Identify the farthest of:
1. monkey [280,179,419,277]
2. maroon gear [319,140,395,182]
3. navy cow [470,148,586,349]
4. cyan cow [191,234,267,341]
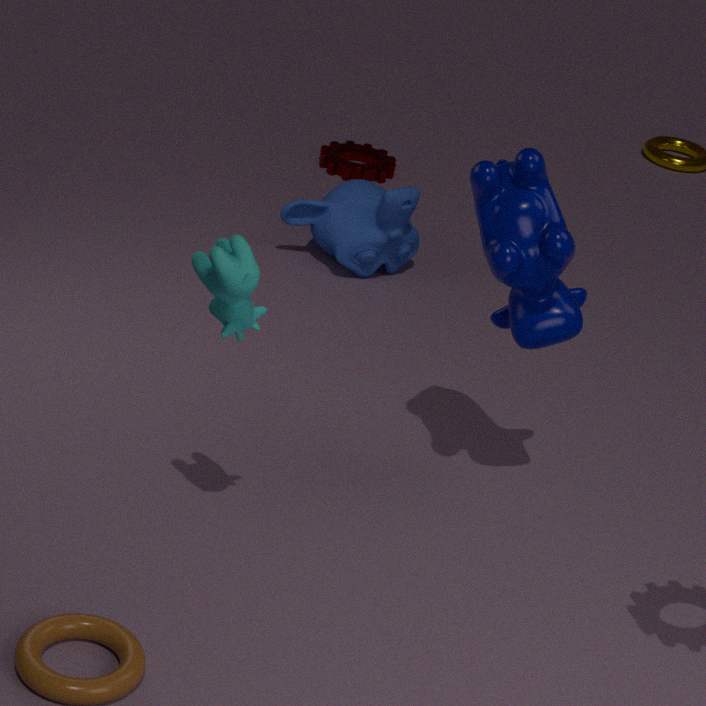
maroon gear [319,140,395,182]
